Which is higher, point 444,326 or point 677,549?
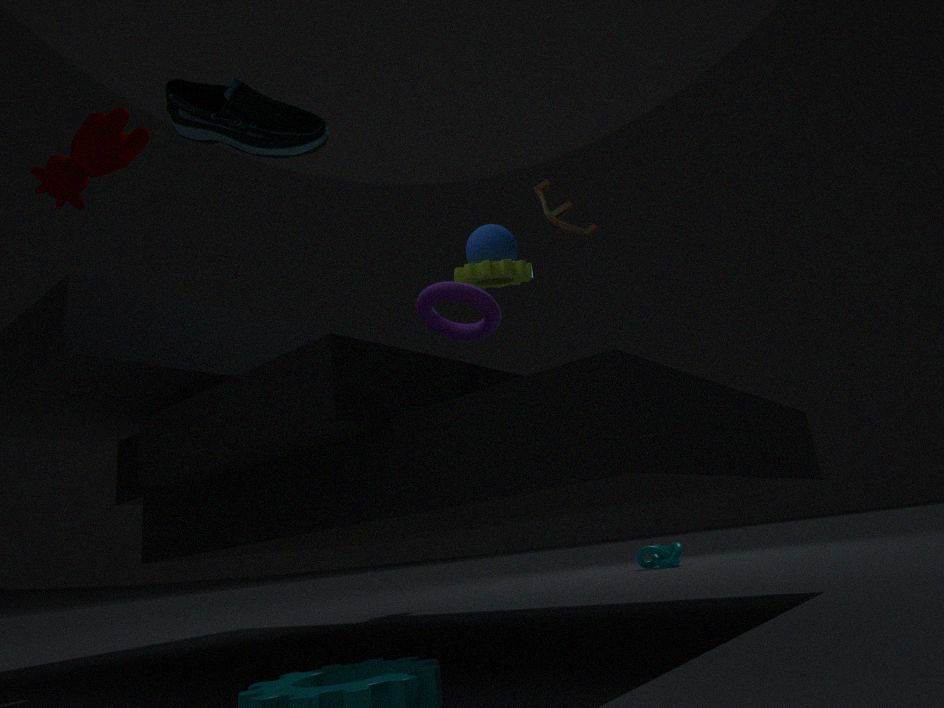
point 444,326
